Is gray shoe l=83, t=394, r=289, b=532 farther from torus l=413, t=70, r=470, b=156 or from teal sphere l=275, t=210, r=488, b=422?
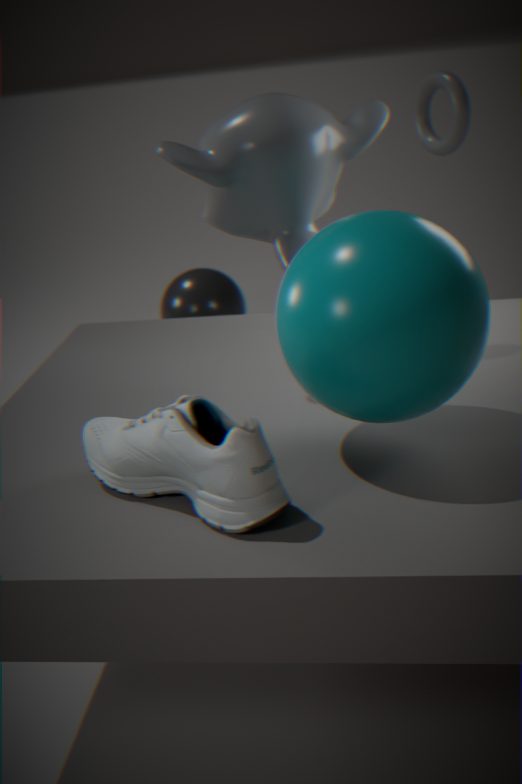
torus l=413, t=70, r=470, b=156
